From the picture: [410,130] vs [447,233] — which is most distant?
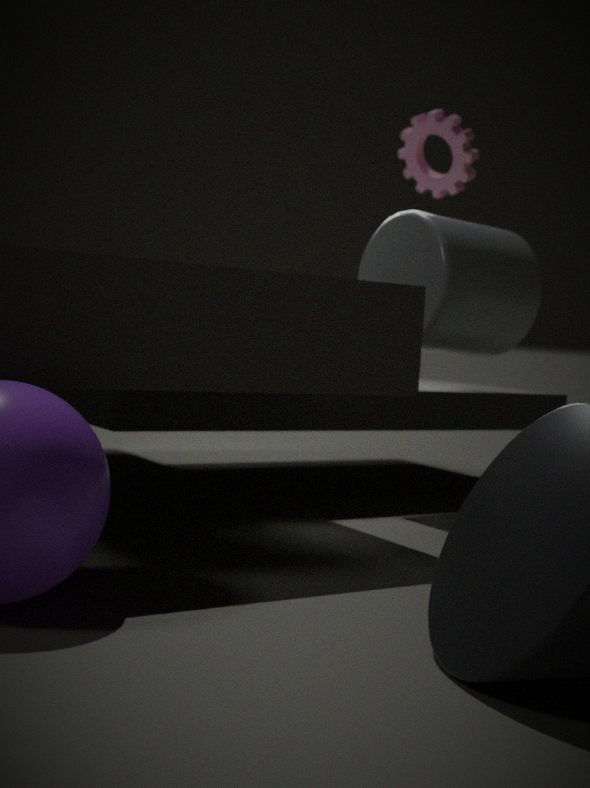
[410,130]
